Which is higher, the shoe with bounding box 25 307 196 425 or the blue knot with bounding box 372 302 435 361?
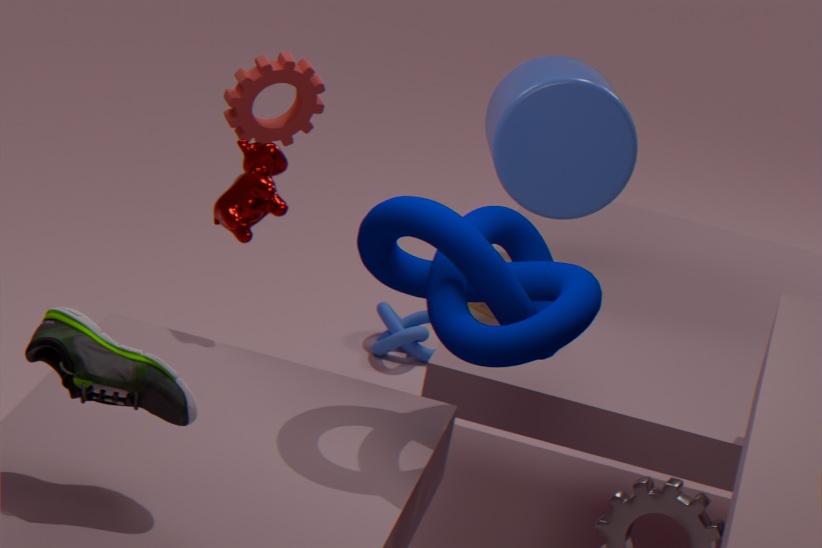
the shoe with bounding box 25 307 196 425
